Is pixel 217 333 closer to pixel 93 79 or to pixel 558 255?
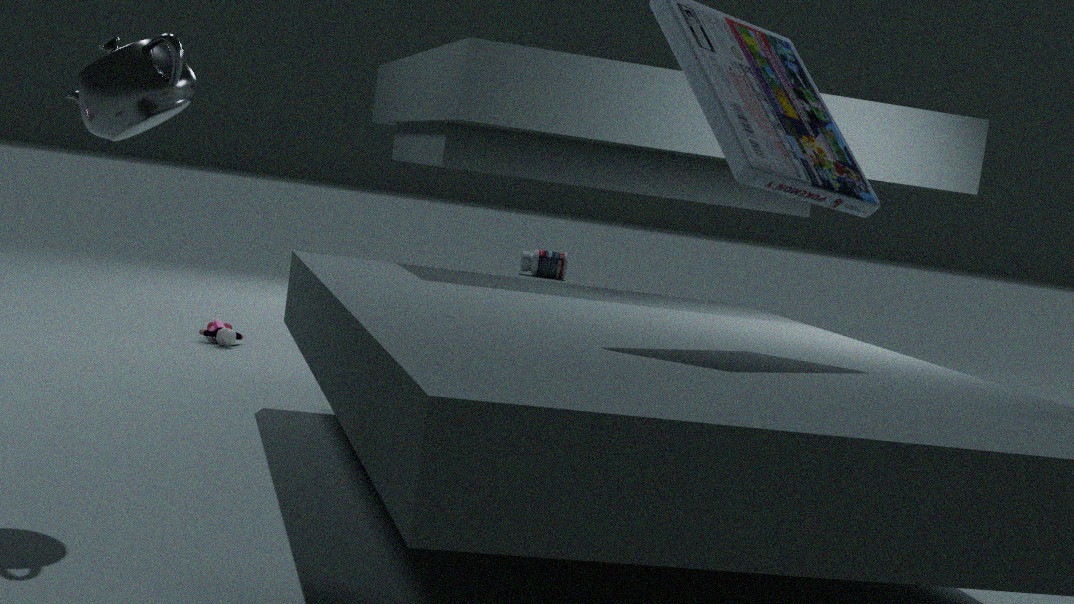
pixel 93 79
